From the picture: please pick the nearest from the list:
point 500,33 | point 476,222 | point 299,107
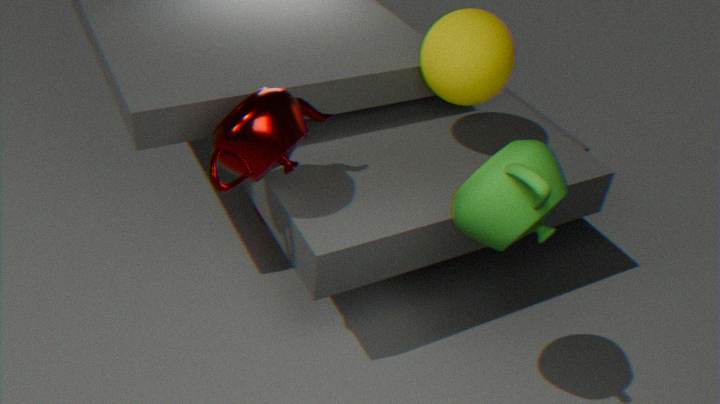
point 476,222
